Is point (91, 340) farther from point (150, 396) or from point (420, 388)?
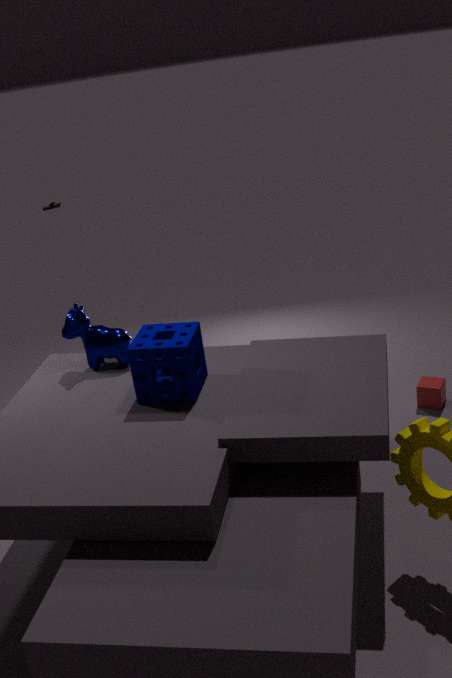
point (420, 388)
